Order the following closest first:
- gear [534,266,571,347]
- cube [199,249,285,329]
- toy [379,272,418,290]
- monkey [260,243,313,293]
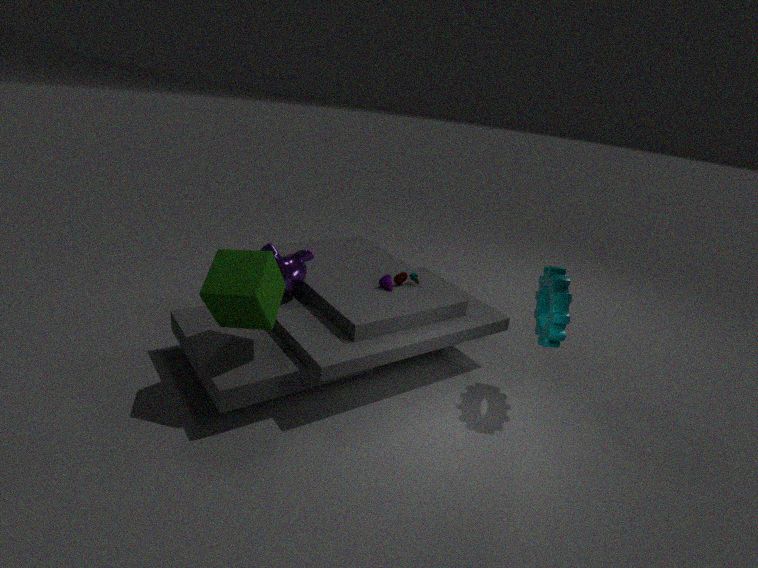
1. cube [199,249,285,329]
2. gear [534,266,571,347]
3. monkey [260,243,313,293]
4. toy [379,272,418,290]
